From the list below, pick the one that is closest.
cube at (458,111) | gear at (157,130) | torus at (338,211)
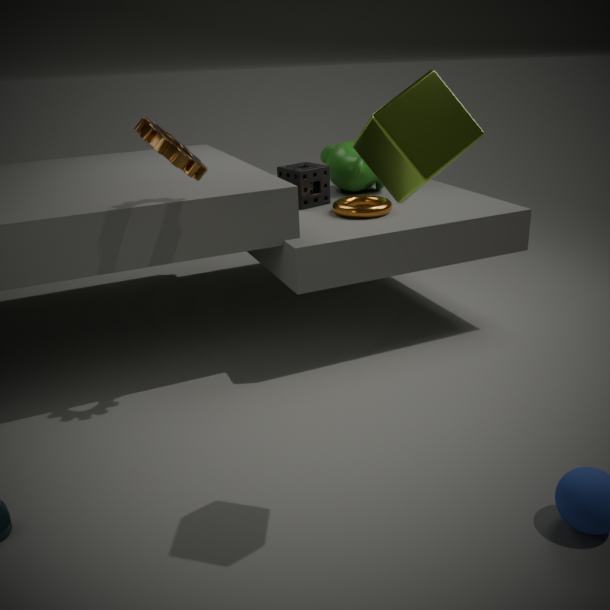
cube at (458,111)
